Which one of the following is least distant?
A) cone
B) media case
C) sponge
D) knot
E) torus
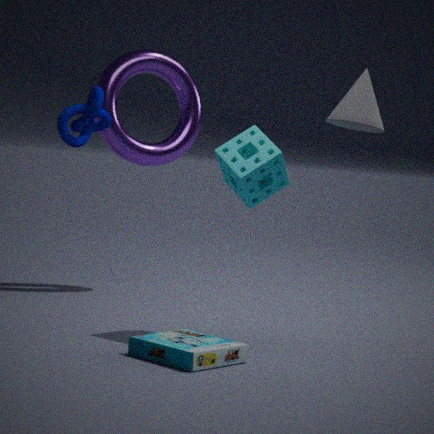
B. media case
